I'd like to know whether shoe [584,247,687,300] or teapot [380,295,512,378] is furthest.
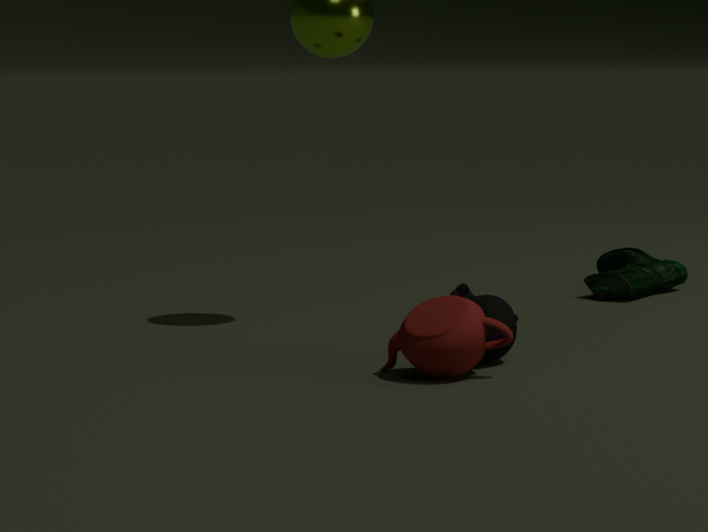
shoe [584,247,687,300]
